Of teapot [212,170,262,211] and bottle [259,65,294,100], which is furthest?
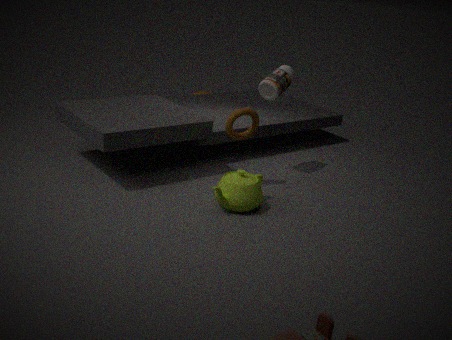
bottle [259,65,294,100]
